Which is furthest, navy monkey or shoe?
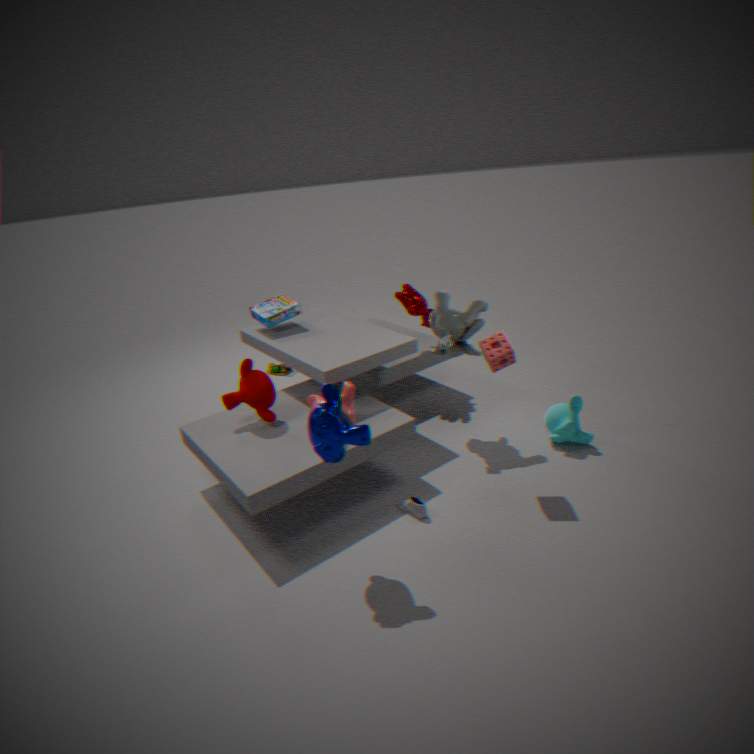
shoe
